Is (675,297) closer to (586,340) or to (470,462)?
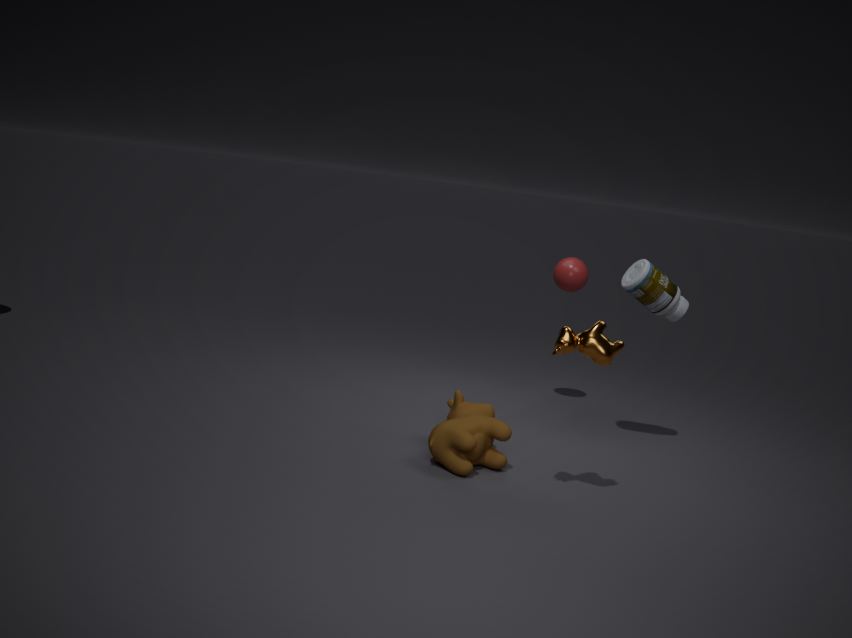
(586,340)
